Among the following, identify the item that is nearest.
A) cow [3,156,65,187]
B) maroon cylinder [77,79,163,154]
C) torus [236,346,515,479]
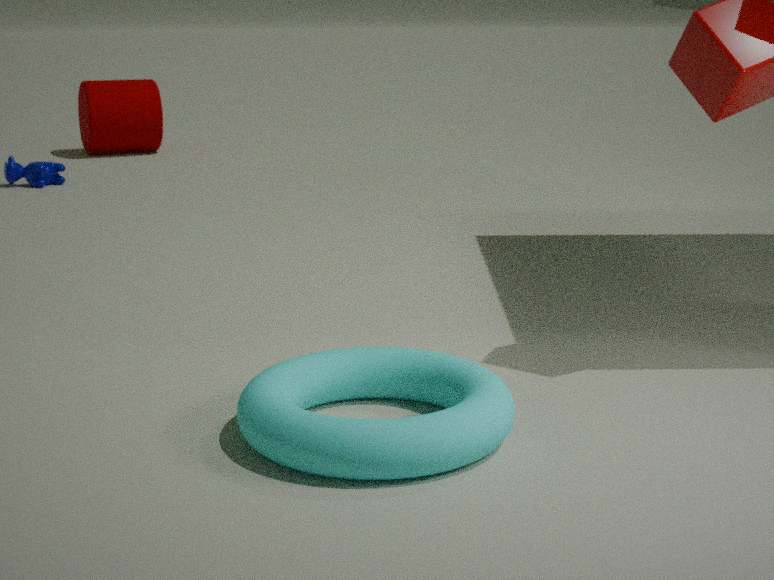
torus [236,346,515,479]
